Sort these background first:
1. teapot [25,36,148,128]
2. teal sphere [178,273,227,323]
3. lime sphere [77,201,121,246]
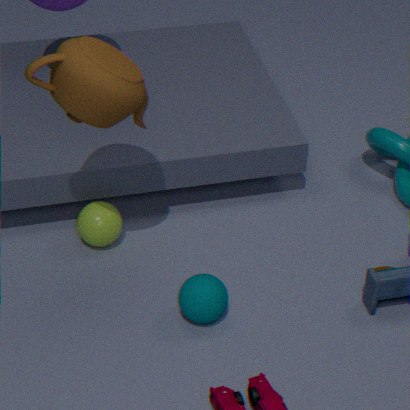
lime sphere [77,201,121,246] < teal sphere [178,273,227,323] < teapot [25,36,148,128]
